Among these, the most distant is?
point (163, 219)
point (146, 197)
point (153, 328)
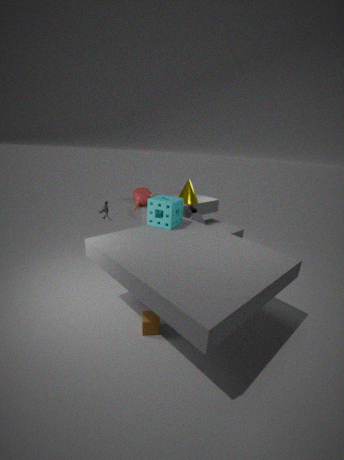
point (146, 197)
